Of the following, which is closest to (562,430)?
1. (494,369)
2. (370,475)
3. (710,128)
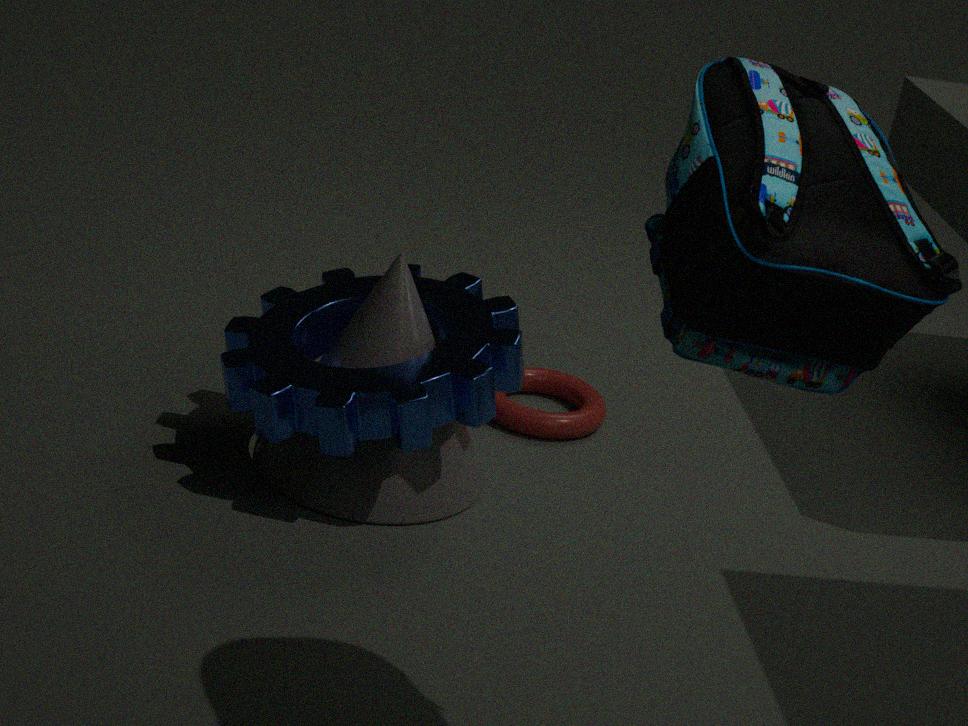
(370,475)
